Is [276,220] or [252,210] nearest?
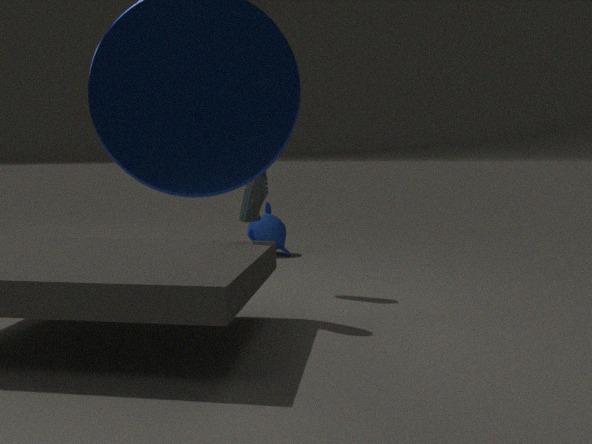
[252,210]
